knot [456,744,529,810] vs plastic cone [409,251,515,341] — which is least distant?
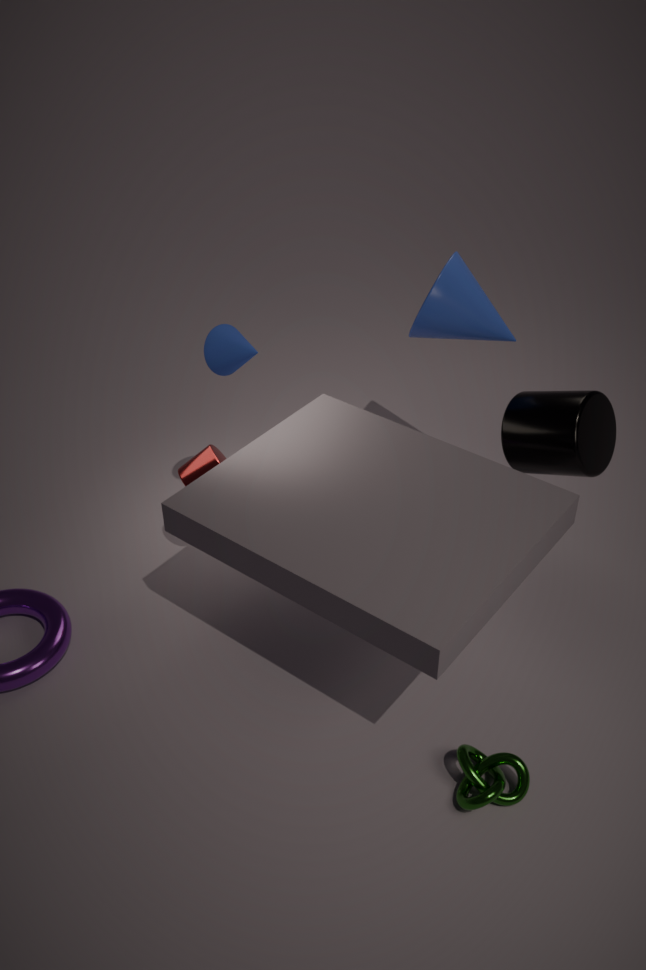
knot [456,744,529,810]
